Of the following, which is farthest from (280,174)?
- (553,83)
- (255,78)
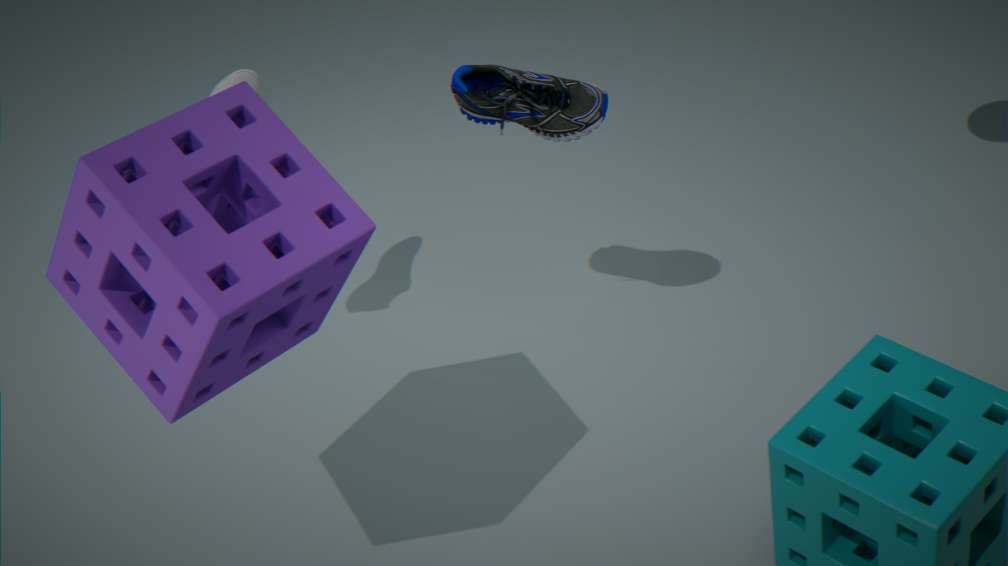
(553,83)
